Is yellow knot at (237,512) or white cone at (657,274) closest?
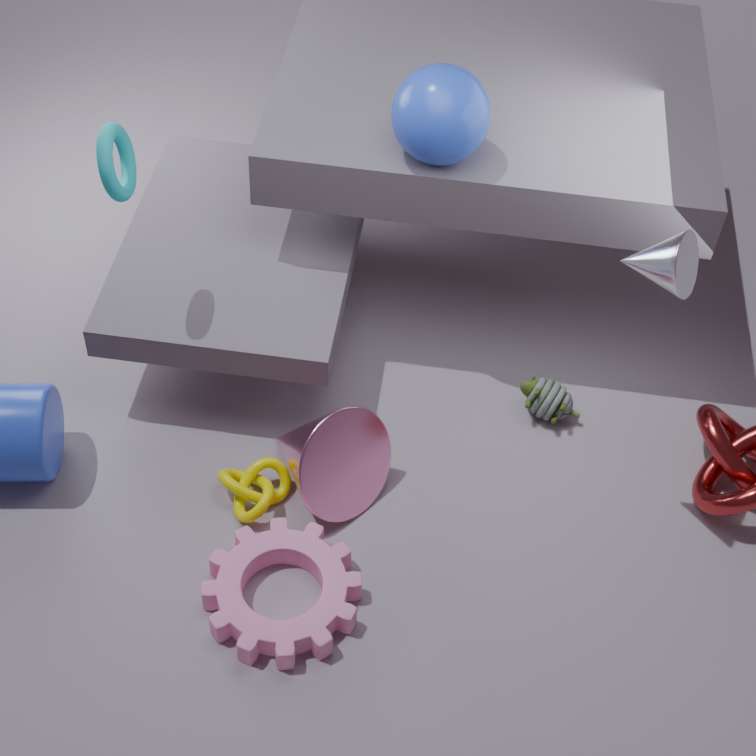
white cone at (657,274)
